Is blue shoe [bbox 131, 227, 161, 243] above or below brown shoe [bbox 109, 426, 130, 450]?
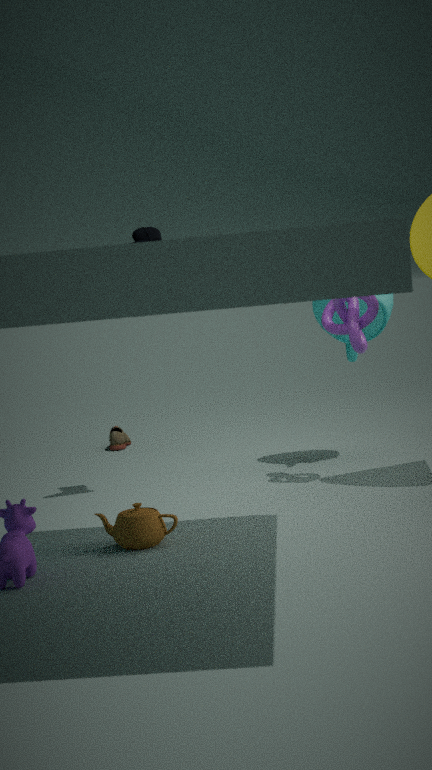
above
